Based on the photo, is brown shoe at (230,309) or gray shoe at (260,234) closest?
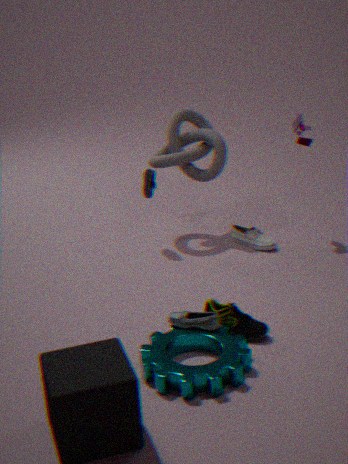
brown shoe at (230,309)
